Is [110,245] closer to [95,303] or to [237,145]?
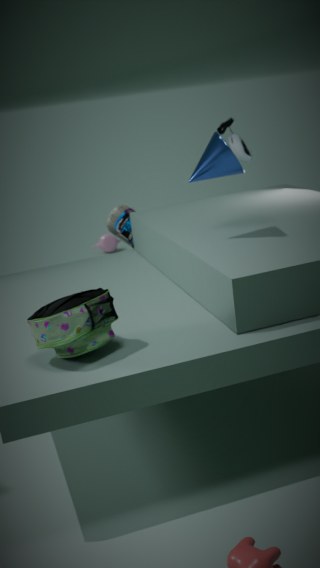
[237,145]
